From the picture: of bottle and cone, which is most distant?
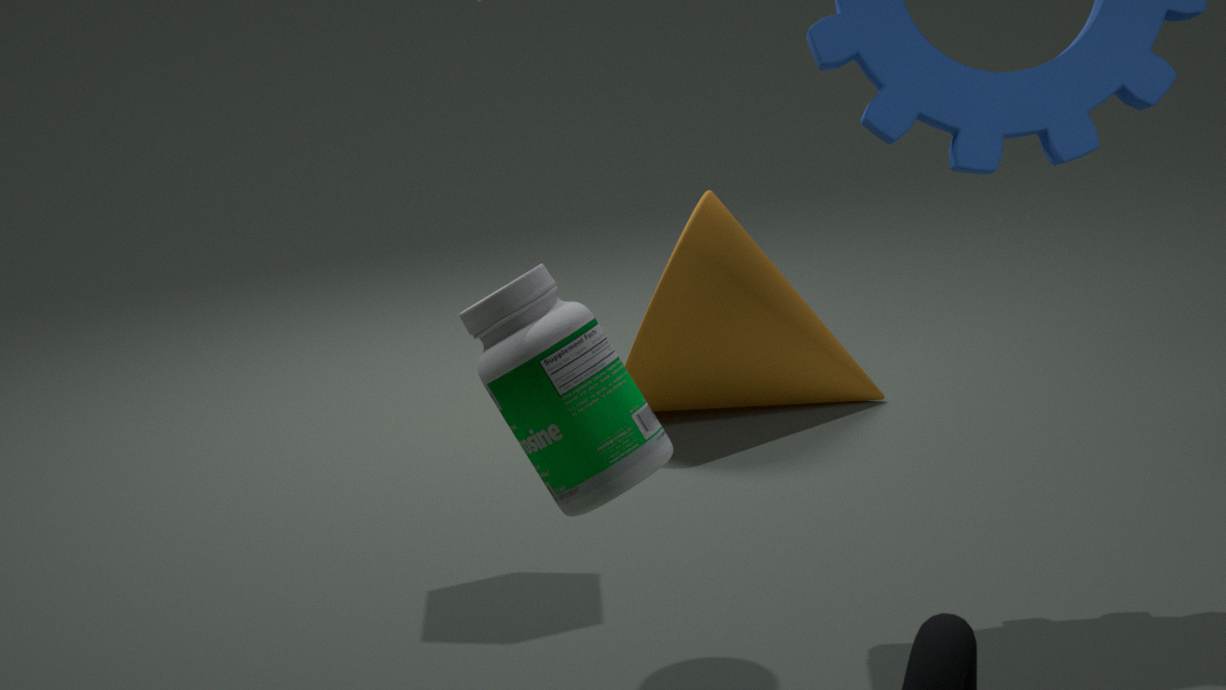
cone
